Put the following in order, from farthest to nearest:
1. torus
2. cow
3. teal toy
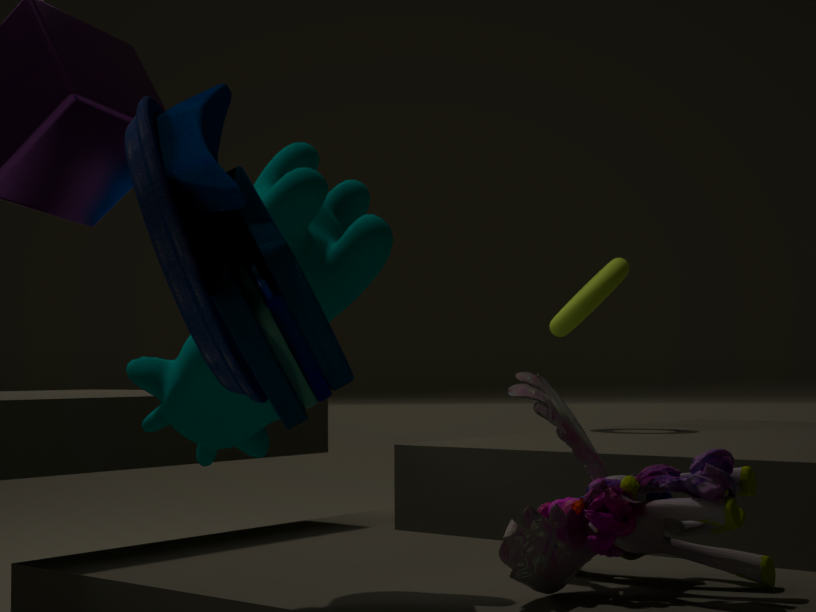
1. torus
2. cow
3. teal toy
